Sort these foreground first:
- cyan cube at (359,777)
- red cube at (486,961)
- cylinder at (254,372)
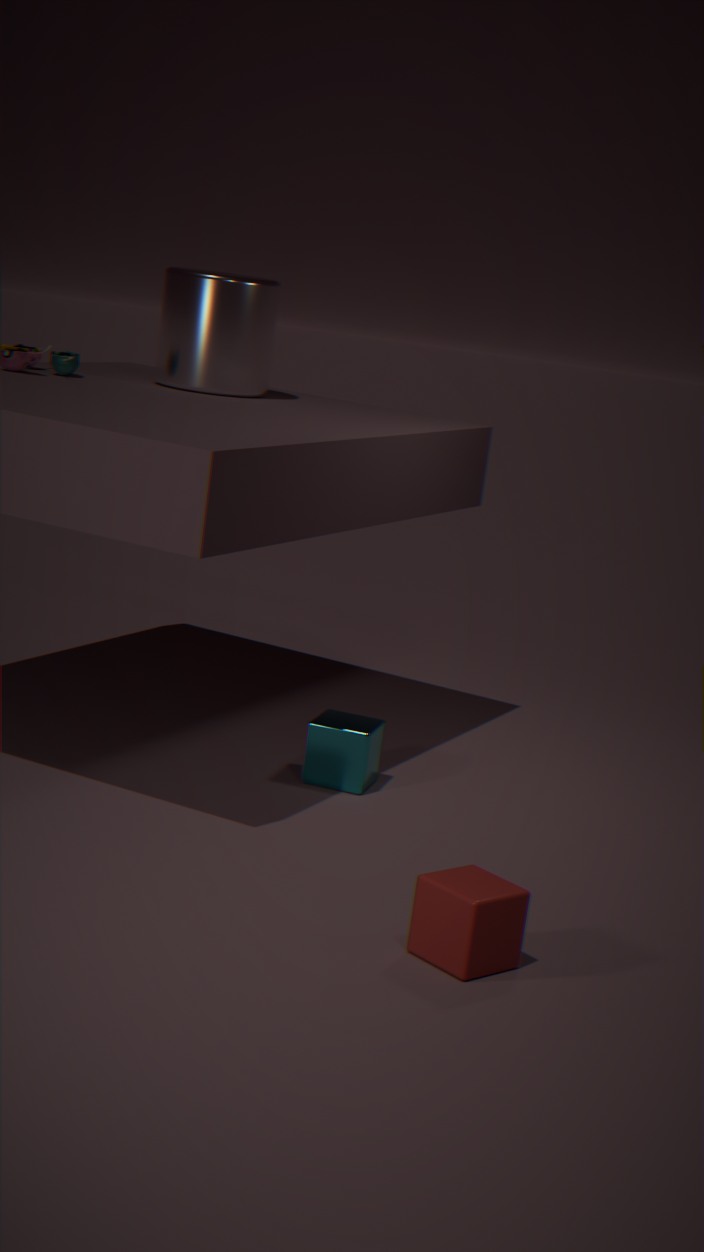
red cube at (486,961) → cyan cube at (359,777) → cylinder at (254,372)
